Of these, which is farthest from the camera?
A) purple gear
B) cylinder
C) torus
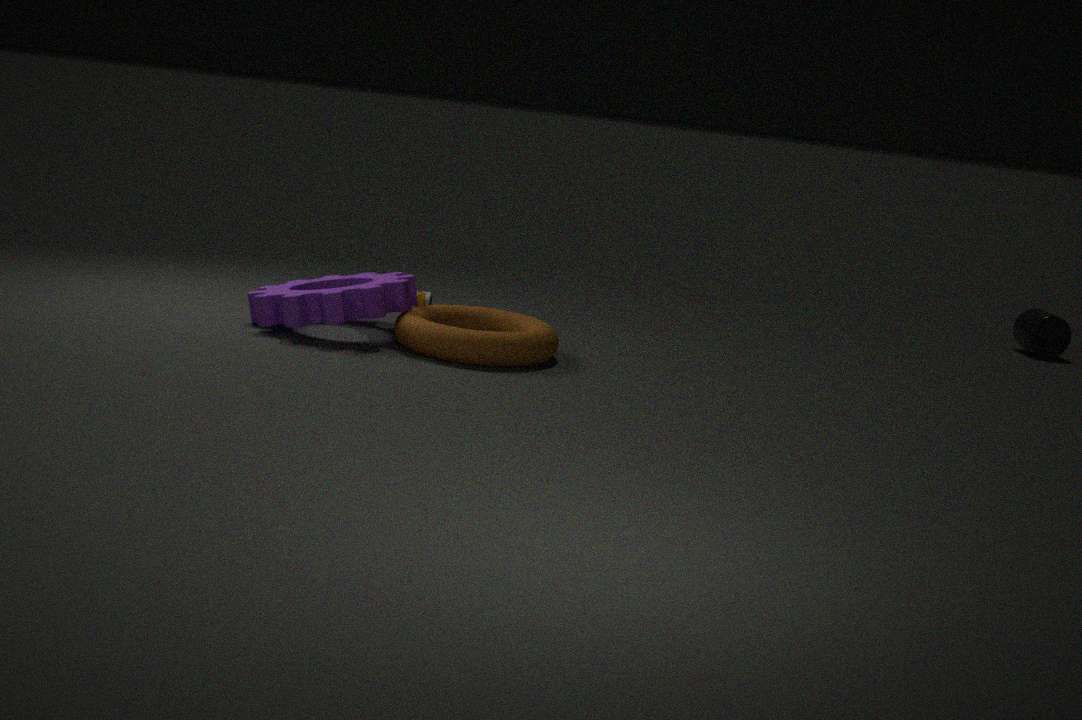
cylinder
